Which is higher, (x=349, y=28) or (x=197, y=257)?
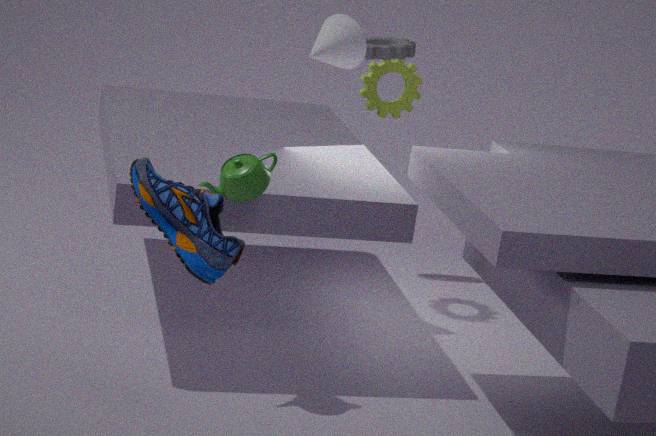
(x=349, y=28)
